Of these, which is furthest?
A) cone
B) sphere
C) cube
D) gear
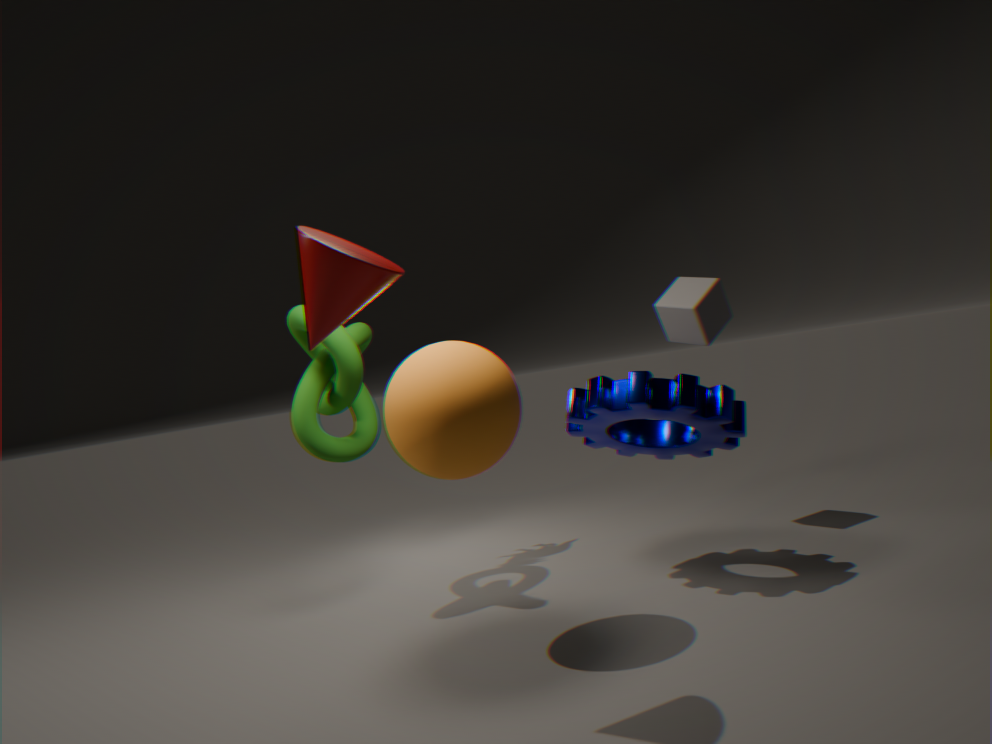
C. cube
